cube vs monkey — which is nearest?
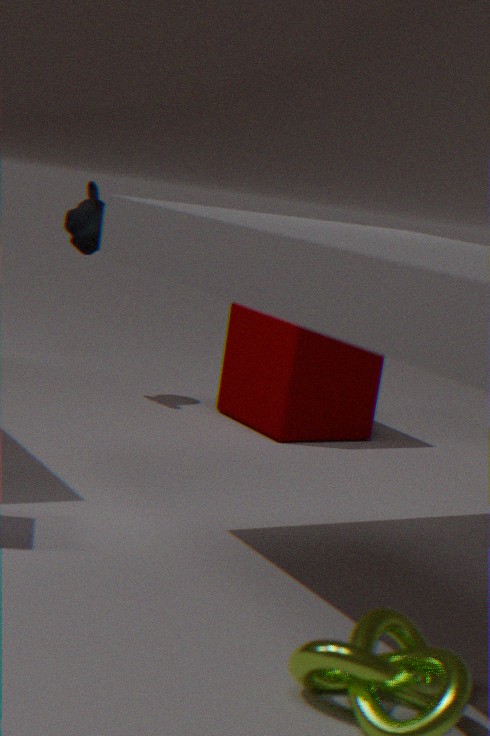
cube
